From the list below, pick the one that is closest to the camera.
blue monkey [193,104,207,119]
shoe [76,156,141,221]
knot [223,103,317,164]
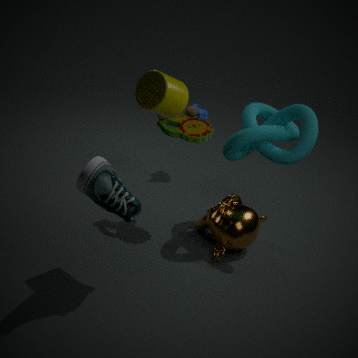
shoe [76,156,141,221]
